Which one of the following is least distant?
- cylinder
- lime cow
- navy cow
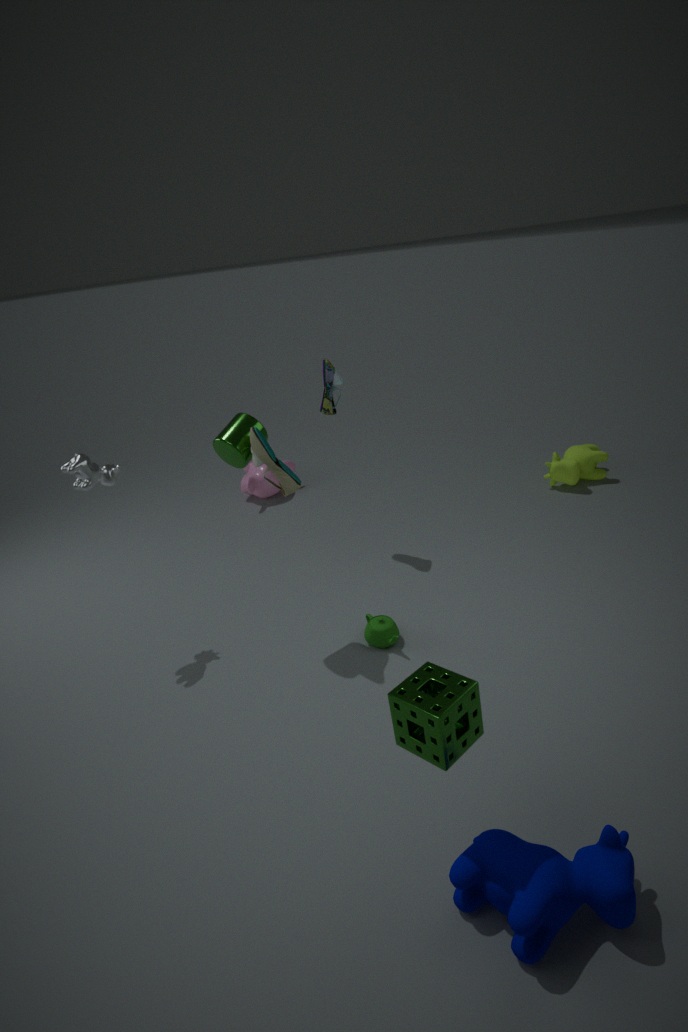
navy cow
